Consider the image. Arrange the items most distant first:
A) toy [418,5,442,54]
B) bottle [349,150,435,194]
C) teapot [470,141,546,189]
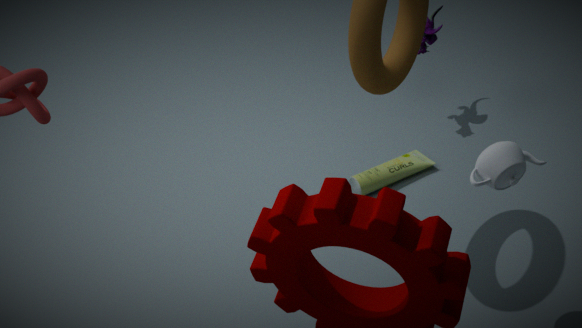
toy [418,5,442,54] → bottle [349,150,435,194] → teapot [470,141,546,189]
